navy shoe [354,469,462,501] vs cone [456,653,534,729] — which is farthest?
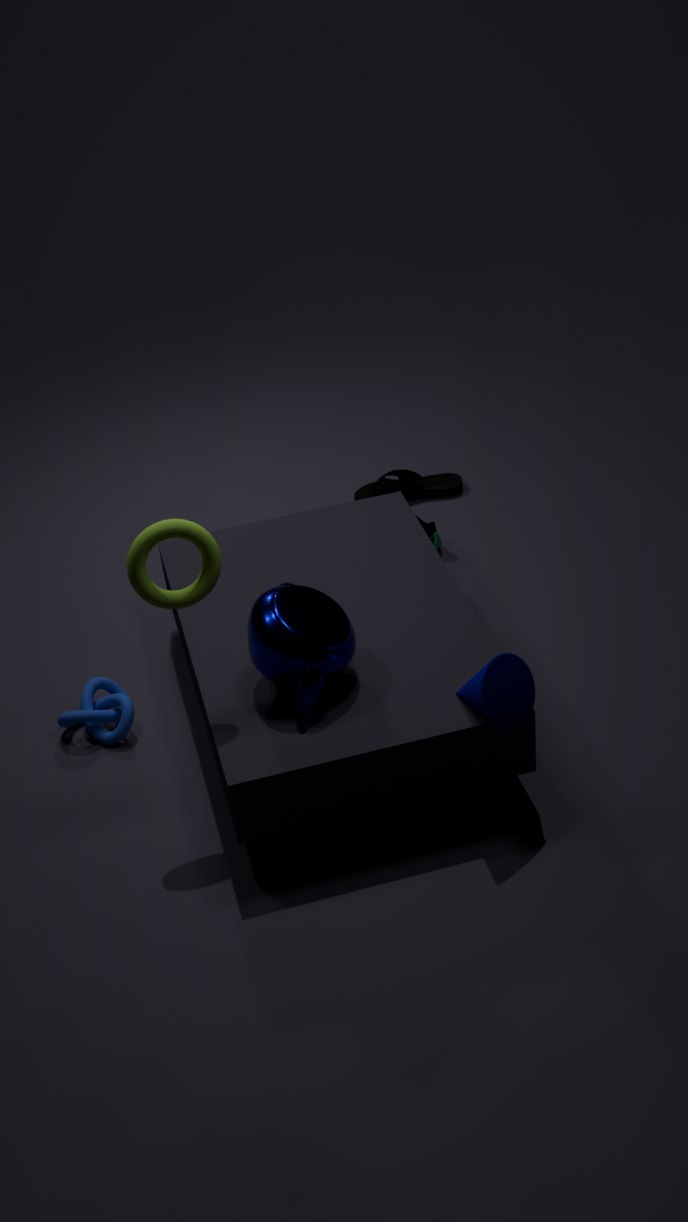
navy shoe [354,469,462,501]
